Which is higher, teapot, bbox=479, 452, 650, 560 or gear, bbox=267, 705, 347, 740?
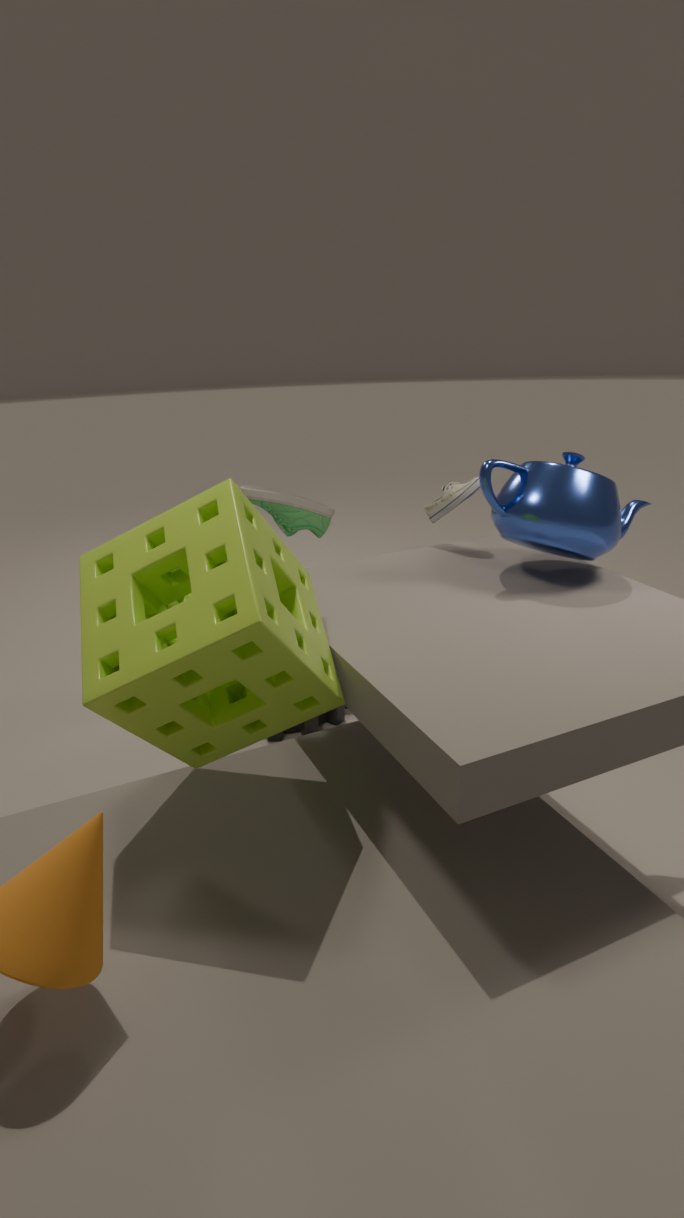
teapot, bbox=479, 452, 650, 560
